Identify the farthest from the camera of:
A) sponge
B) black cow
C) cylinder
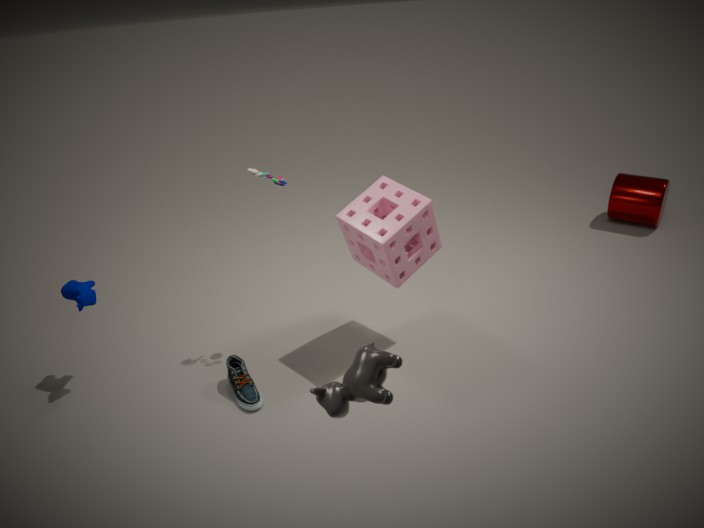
cylinder
